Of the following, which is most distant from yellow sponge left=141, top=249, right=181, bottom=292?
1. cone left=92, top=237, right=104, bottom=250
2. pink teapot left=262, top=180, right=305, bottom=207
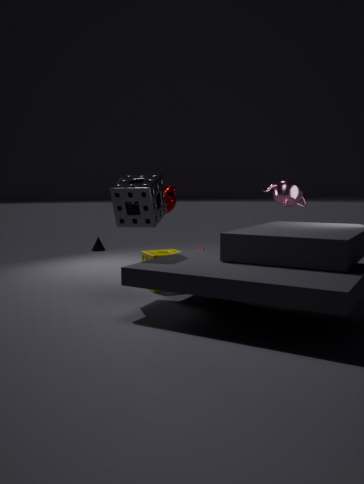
cone left=92, top=237, right=104, bottom=250
